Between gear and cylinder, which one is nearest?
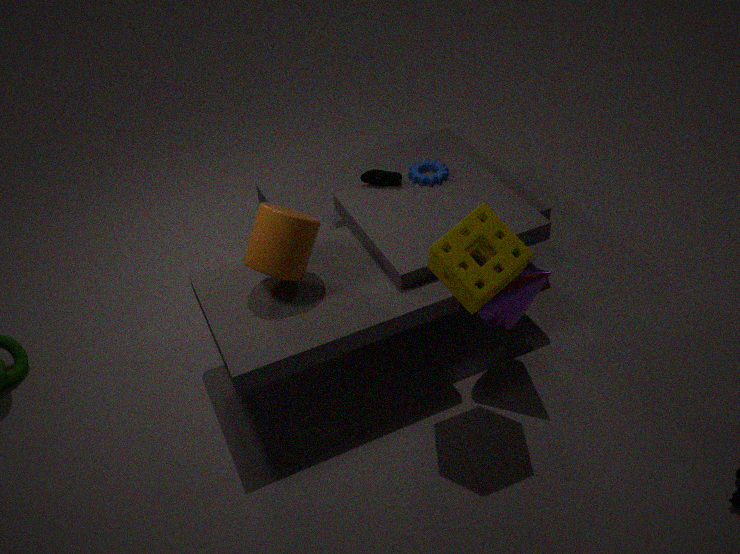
cylinder
